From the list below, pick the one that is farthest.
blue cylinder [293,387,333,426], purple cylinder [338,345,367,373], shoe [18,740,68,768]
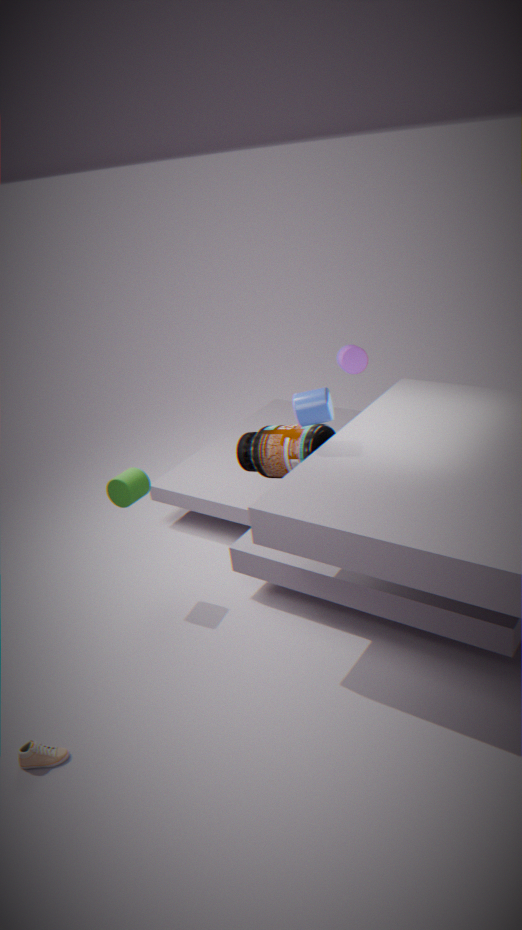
purple cylinder [338,345,367,373]
